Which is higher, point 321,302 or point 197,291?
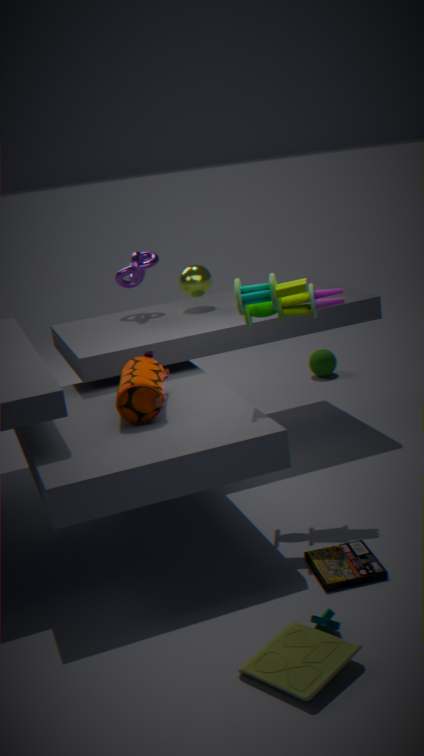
point 321,302
